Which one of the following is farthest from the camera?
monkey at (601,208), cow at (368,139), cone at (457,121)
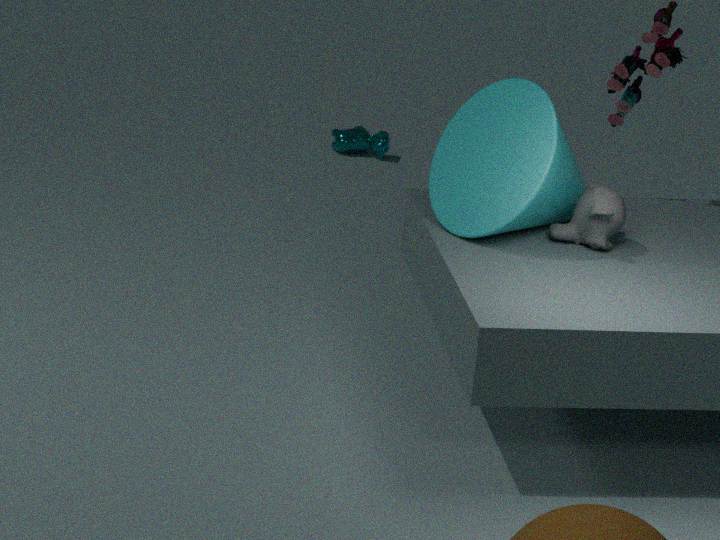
cow at (368,139)
